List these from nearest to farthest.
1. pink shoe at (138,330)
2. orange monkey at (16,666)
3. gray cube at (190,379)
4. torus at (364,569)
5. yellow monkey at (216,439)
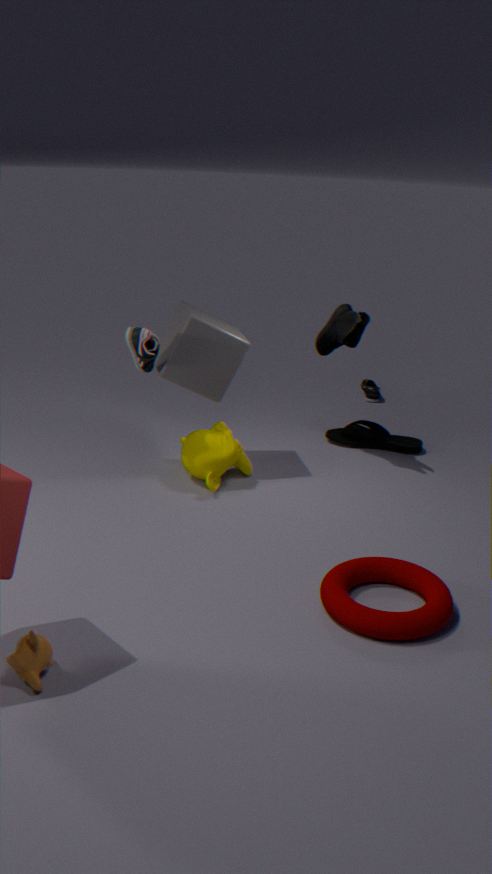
orange monkey at (16,666)
torus at (364,569)
pink shoe at (138,330)
gray cube at (190,379)
yellow monkey at (216,439)
